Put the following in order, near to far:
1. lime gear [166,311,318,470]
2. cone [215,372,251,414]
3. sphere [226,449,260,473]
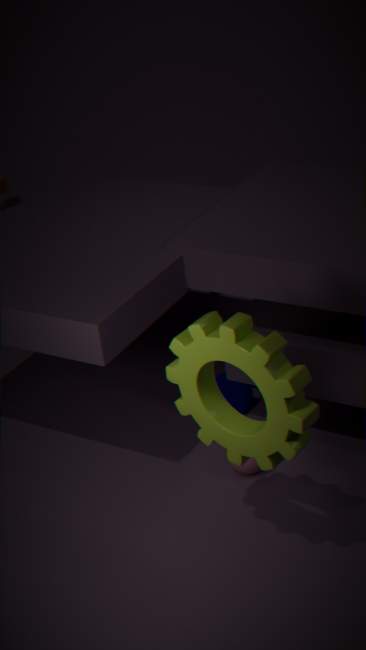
lime gear [166,311,318,470]
sphere [226,449,260,473]
cone [215,372,251,414]
